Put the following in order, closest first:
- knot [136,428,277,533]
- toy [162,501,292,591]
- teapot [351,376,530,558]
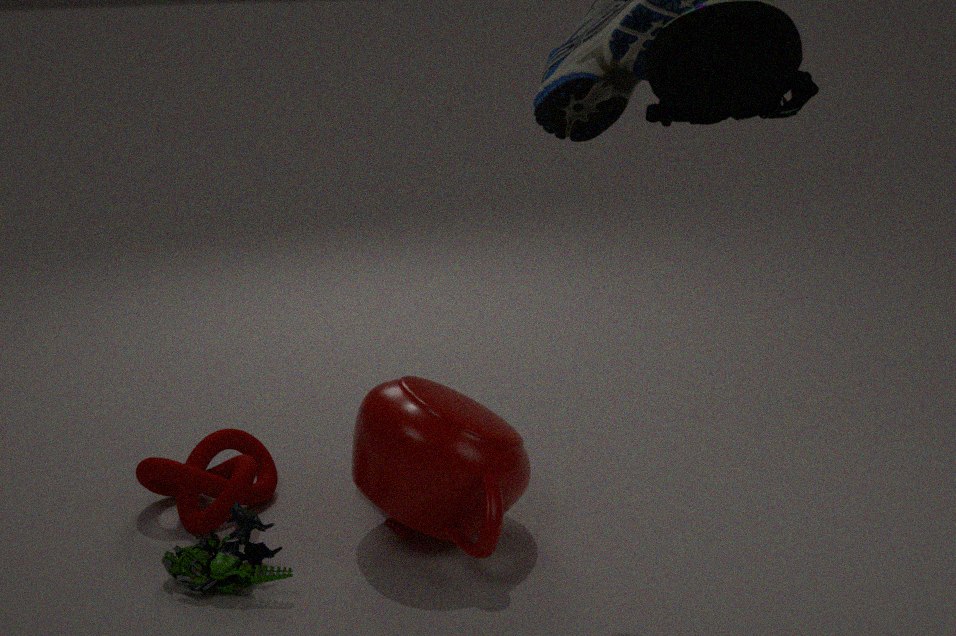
toy [162,501,292,591], teapot [351,376,530,558], knot [136,428,277,533]
